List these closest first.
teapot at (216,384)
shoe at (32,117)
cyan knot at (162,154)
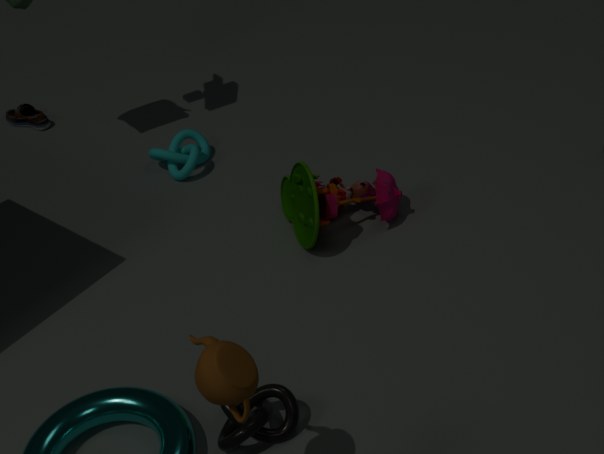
teapot at (216,384), cyan knot at (162,154), shoe at (32,117)
